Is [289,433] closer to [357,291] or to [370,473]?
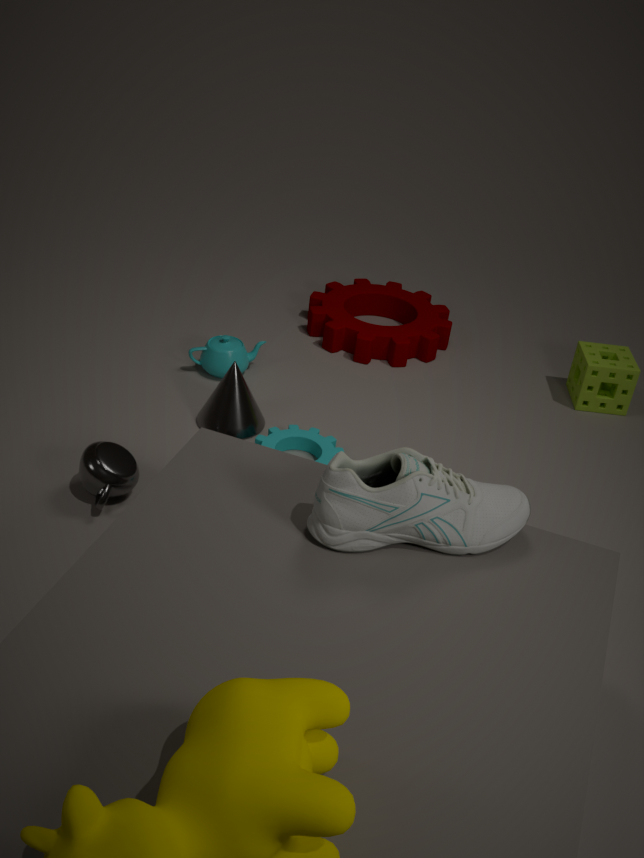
[370,473]
